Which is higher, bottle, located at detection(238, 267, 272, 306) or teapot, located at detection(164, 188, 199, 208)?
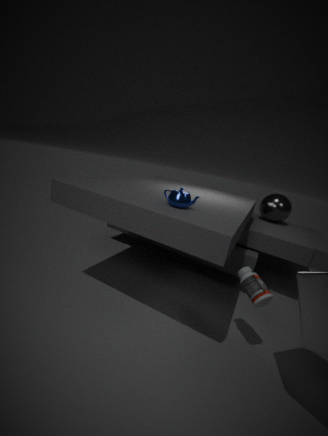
teapot, located at detection(164, 188, 199, 208)
